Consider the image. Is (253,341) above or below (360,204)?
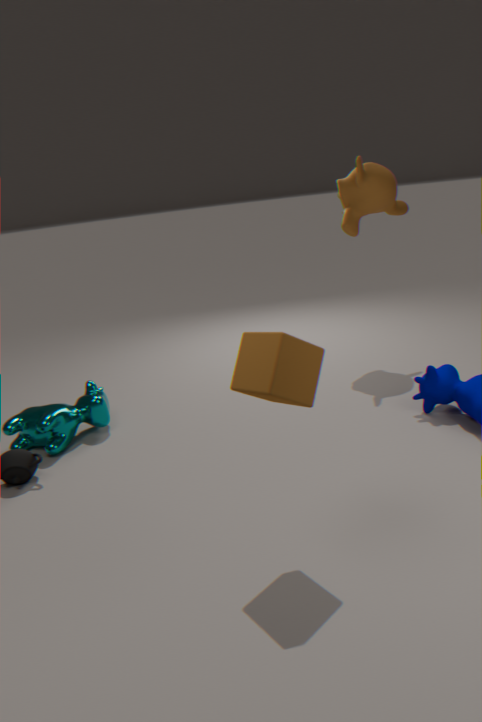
below
